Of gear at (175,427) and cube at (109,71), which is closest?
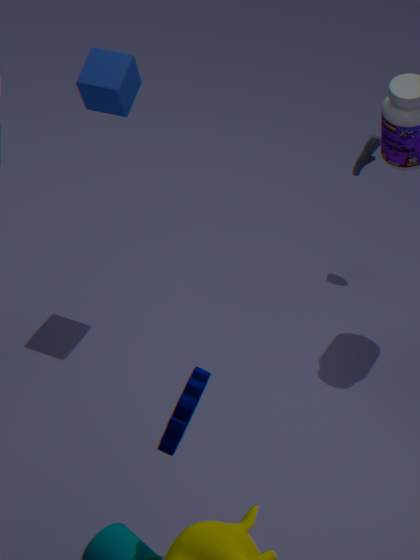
gear at (175,427)
